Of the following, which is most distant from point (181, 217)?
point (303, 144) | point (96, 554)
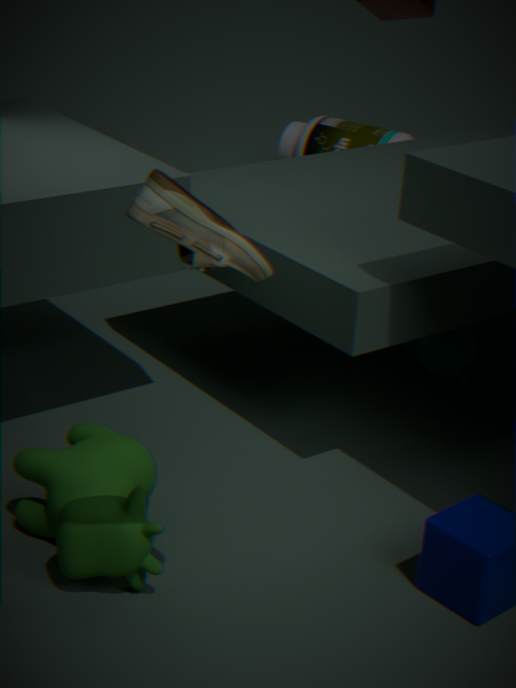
point (303, 144)
